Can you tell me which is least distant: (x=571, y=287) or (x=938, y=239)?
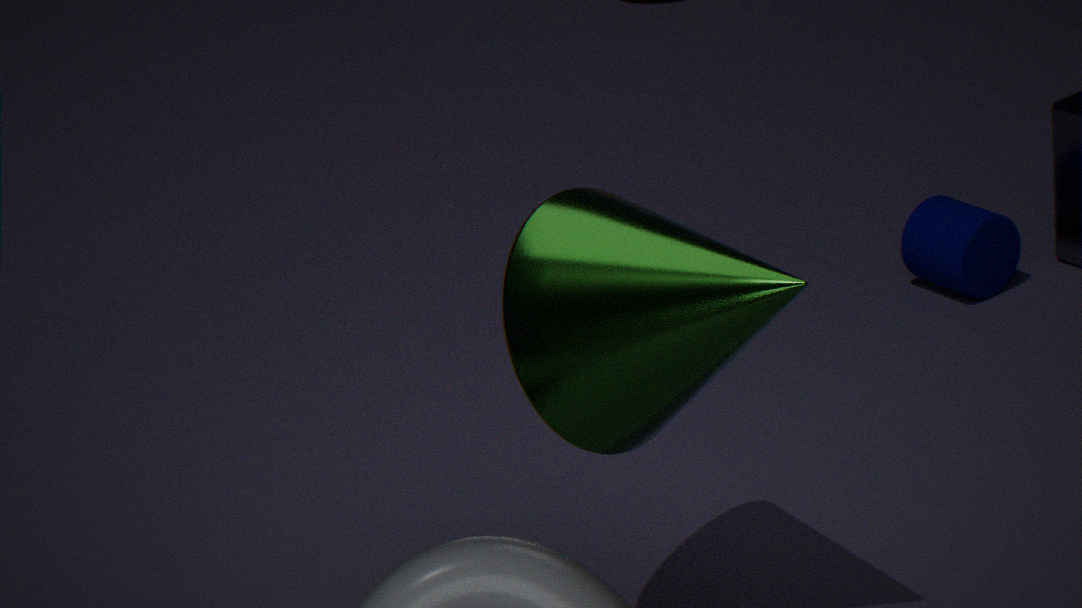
(x=571, y=287)
